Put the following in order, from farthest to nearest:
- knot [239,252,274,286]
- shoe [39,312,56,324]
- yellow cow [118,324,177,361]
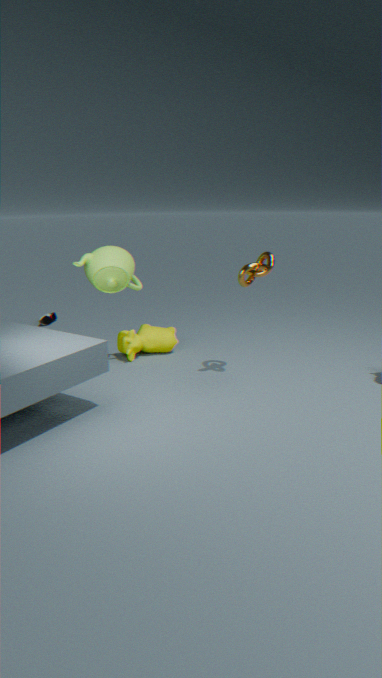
shoe [39,312,56,324], yellow cow [118,324,177,361], knot [239,252,274,286]
